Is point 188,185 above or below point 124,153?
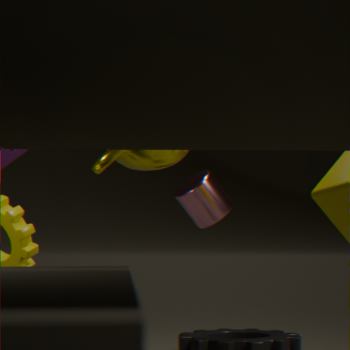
below
